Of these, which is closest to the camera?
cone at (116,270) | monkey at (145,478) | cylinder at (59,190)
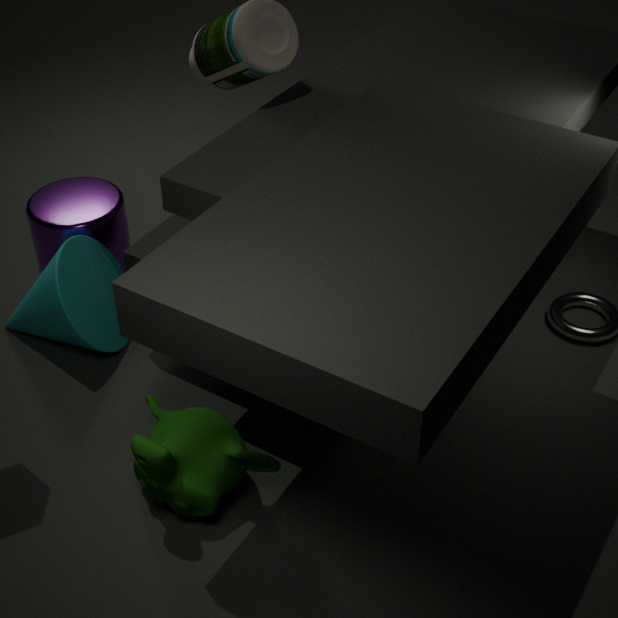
monkey at (145,478)
